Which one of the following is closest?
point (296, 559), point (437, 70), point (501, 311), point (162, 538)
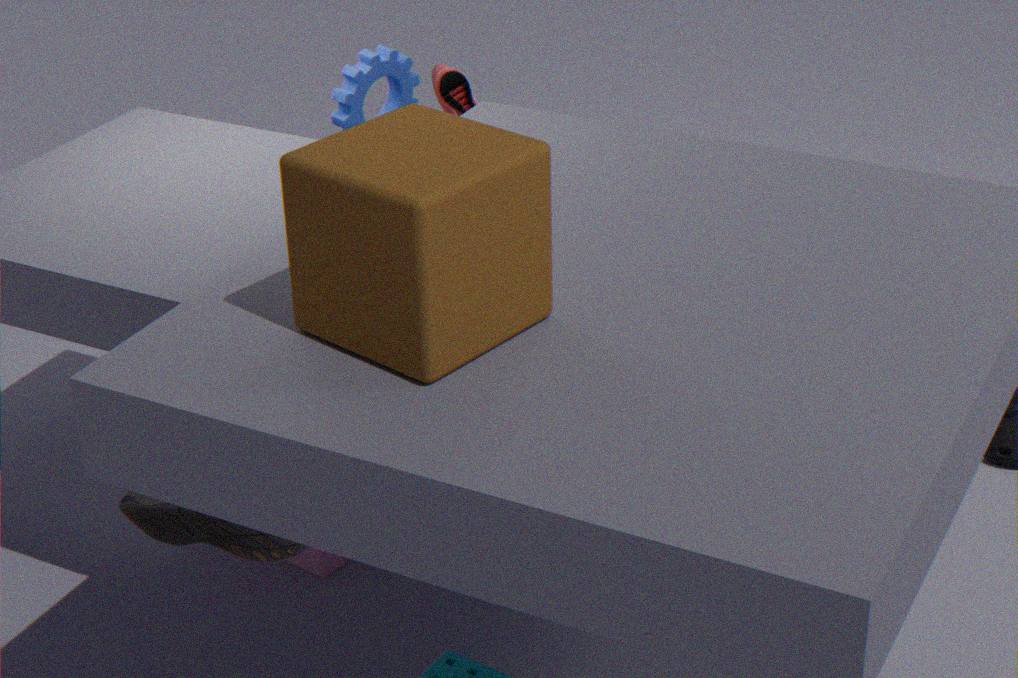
point (501, 311)
